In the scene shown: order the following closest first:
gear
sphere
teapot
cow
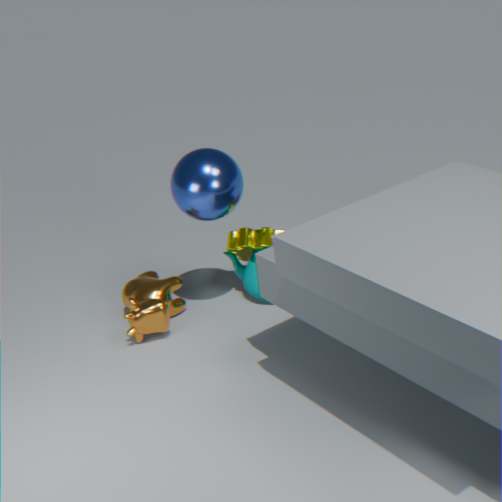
sphere
cow
gear
teapot
